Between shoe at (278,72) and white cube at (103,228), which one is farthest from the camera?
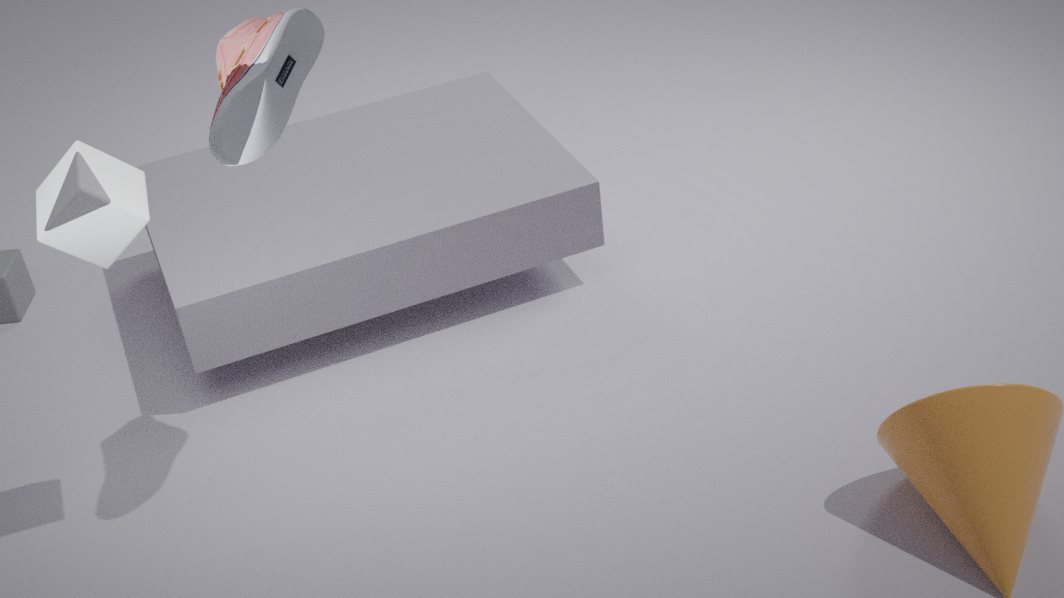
white cube at (103,228)
